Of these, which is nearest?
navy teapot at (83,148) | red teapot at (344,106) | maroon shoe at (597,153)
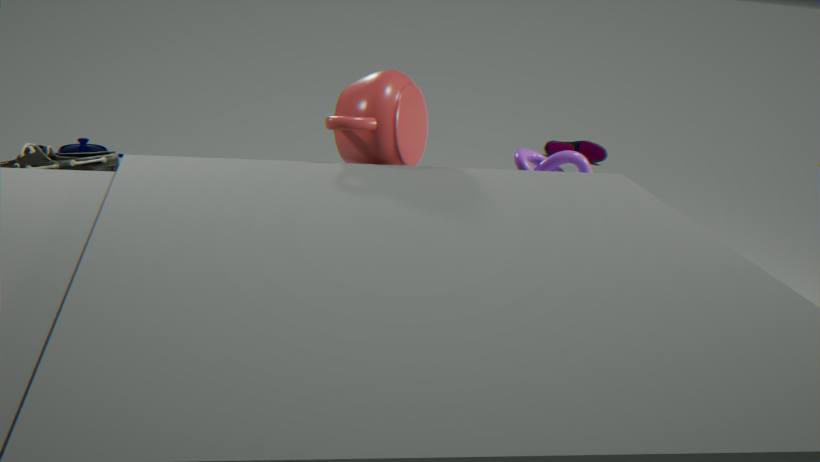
red teapot at (344,106)
